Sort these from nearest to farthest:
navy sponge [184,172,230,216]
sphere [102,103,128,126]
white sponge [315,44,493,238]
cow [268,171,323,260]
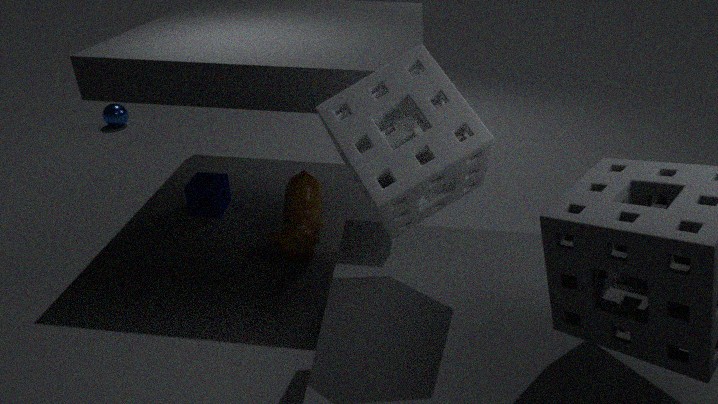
white sponge [315,44,493,238]
cow [268,171,323,260]
navy sponge [184,172,230,216]
sphere [102,103,128,126]
